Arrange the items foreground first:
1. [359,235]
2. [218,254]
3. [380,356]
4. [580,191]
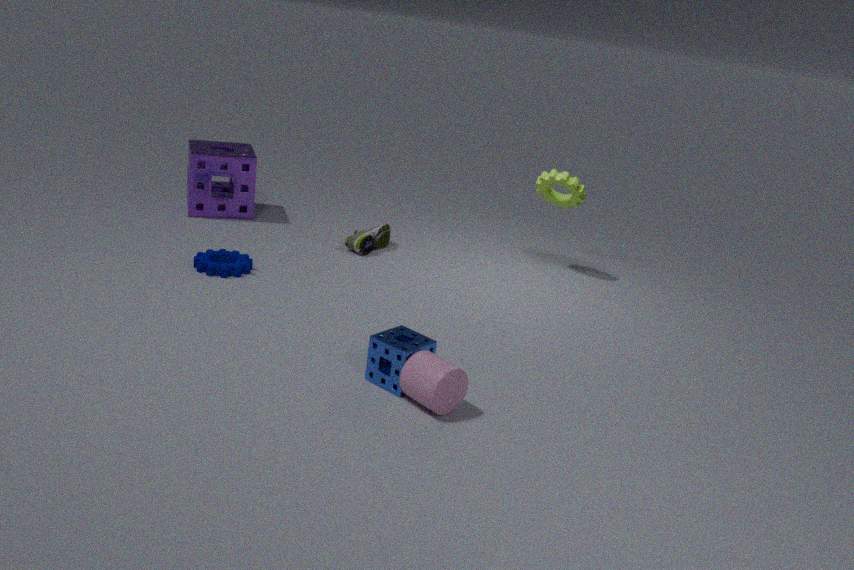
[380,356]
[218,254]
[580,191]
[359,235]
